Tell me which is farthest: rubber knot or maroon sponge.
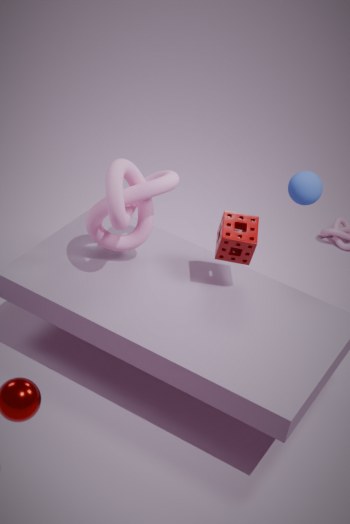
maroon sponge
